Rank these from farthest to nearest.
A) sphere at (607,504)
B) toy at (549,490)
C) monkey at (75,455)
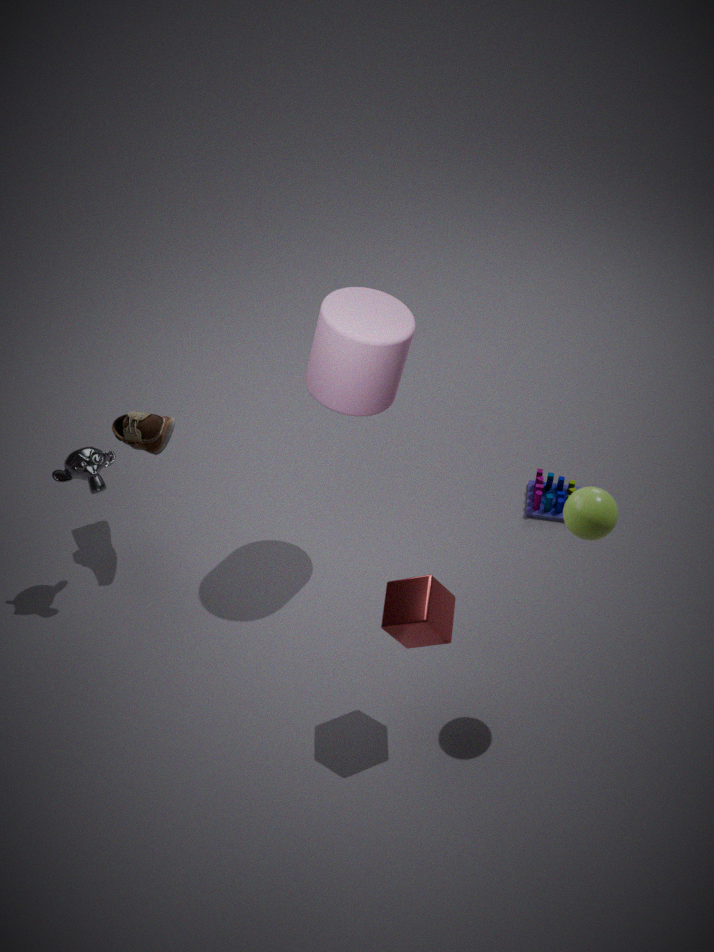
toy at (549,490) < monkey at (75,455) < sphere at (607,504)
